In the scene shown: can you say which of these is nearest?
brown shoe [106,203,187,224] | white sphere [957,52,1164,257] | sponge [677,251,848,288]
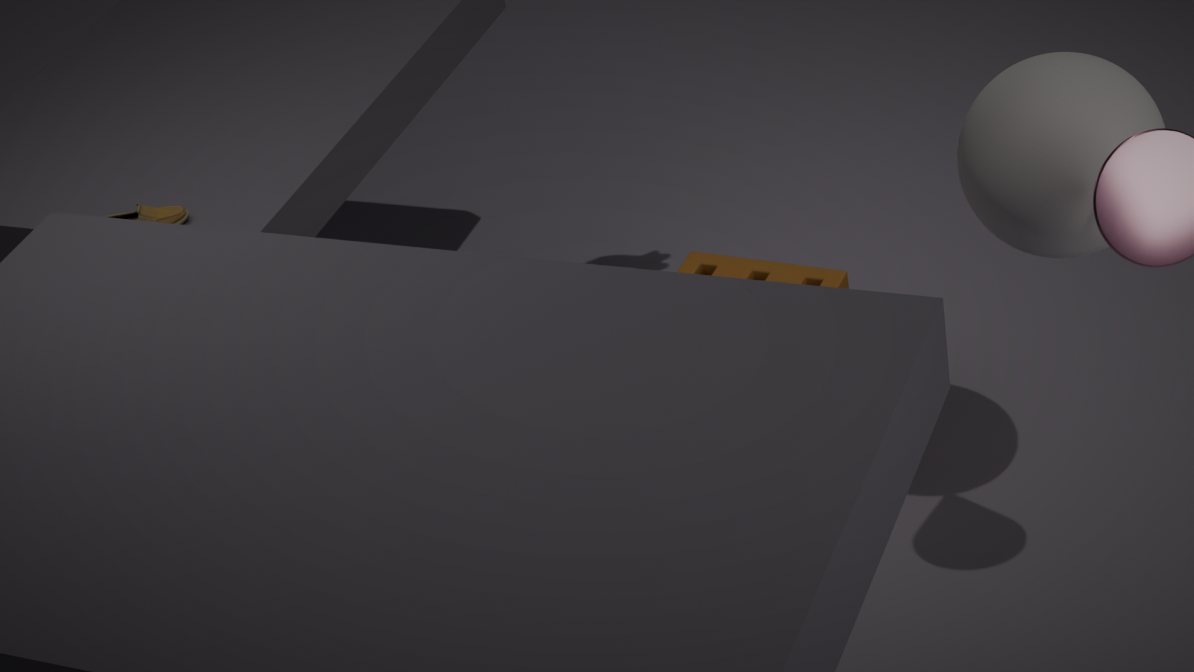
white sphere [957,52,1164,257]
